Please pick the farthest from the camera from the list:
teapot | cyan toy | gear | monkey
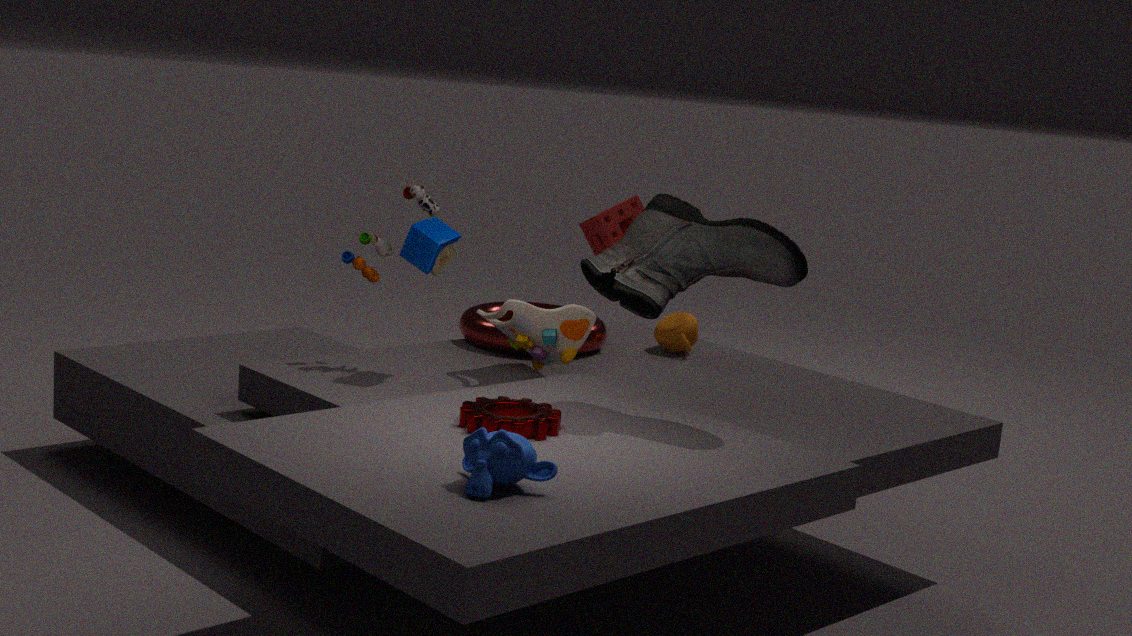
teapot
